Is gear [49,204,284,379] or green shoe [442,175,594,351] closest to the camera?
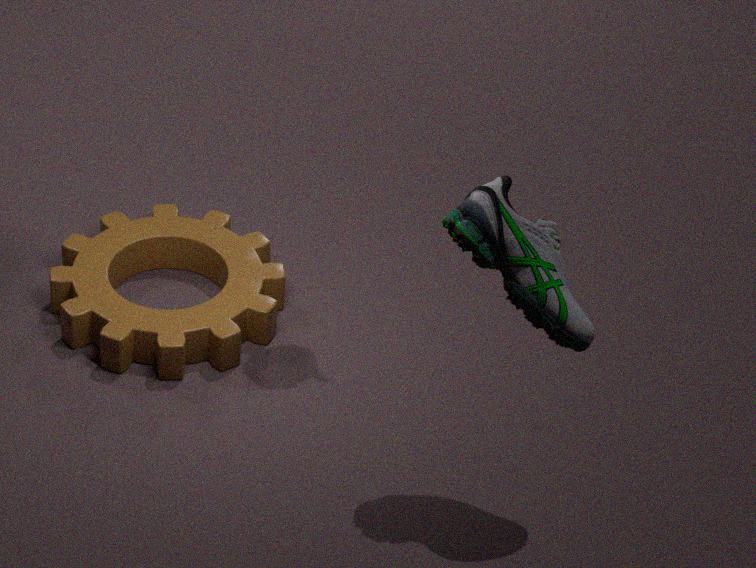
green shoe [442,175,594,351]
